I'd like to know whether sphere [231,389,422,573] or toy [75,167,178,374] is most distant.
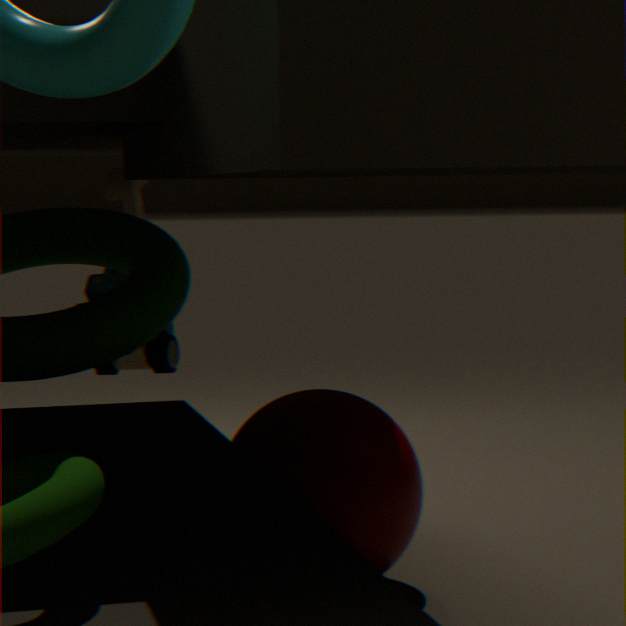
toy [75,167,178,374]
